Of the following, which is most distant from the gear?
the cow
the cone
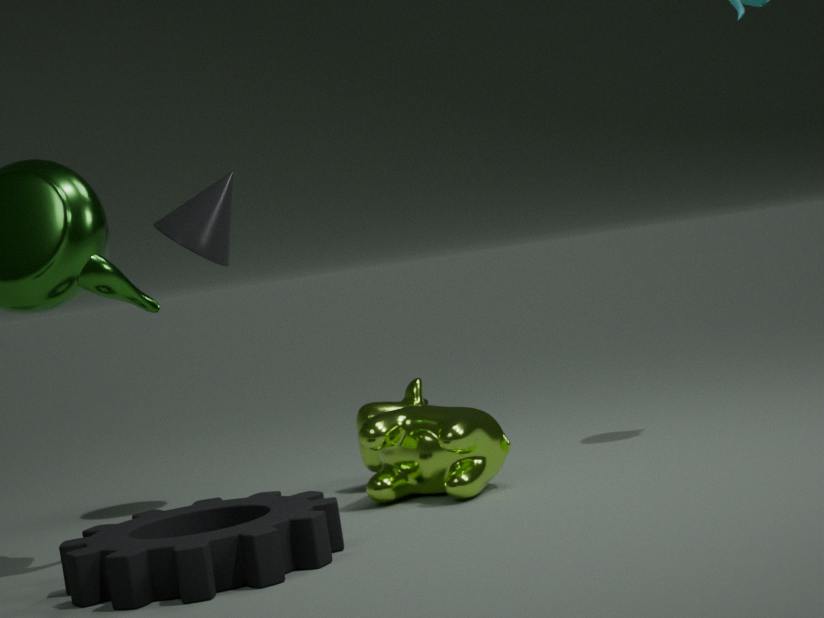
the cone
